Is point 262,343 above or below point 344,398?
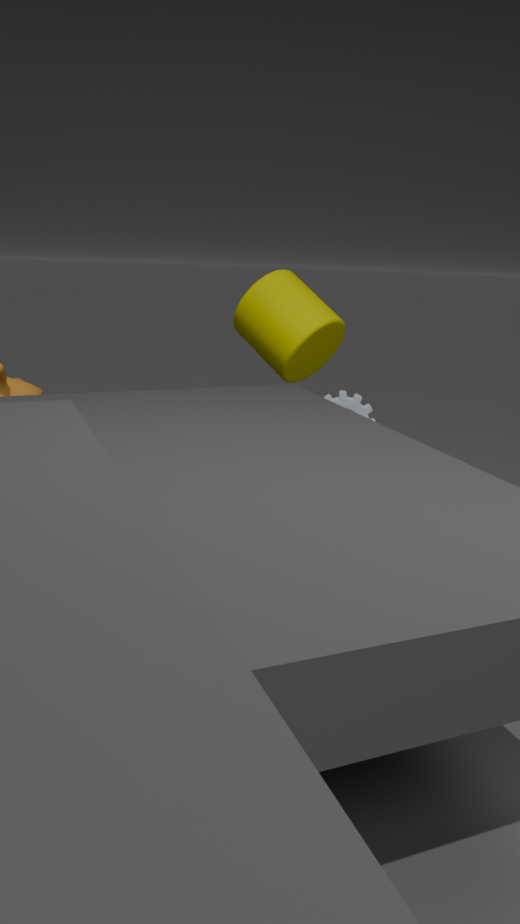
above
